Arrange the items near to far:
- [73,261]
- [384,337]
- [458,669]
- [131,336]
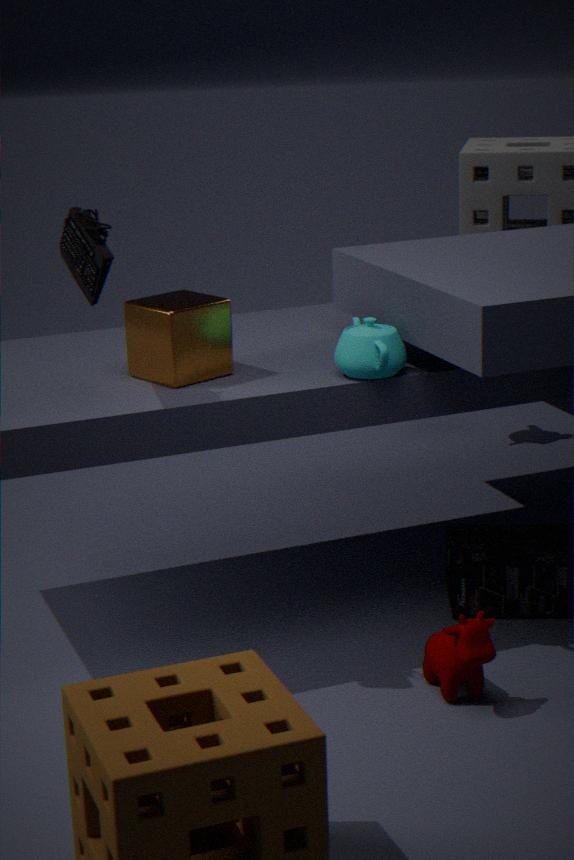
[458,669]
[73,261]
[384,337]
[131,336]
